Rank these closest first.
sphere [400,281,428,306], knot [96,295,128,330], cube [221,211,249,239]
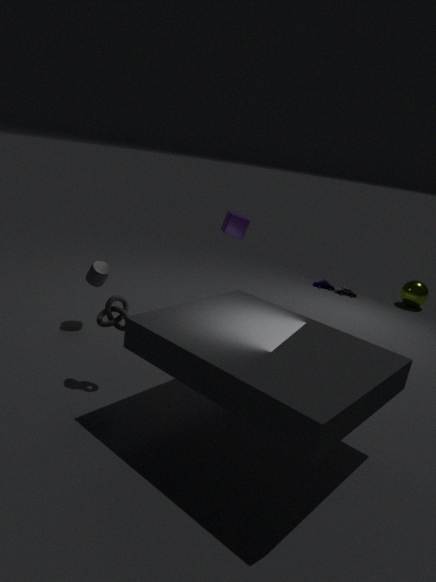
1. knot [96,295,128,330]
2. cube [221,211,249,239]
3. sphere [400,281,428,306]
